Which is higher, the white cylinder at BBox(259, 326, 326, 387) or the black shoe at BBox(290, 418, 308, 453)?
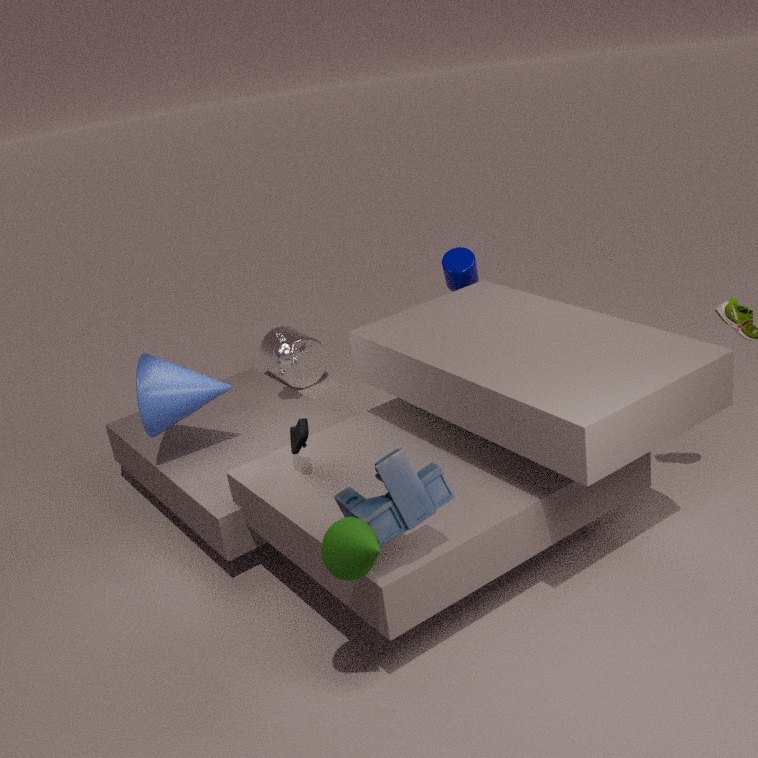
the black shoe at BBox(290, 418, 308, 453)
